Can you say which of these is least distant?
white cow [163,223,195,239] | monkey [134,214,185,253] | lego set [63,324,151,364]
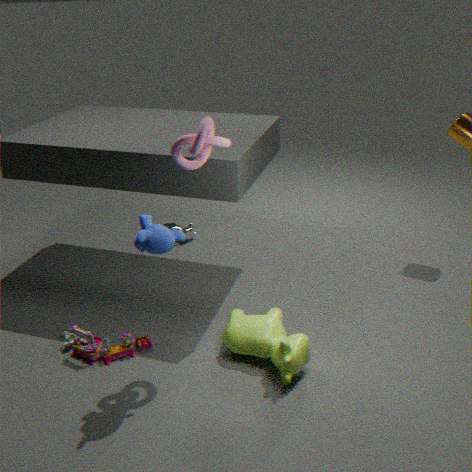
monkey [134,214,185,253]
